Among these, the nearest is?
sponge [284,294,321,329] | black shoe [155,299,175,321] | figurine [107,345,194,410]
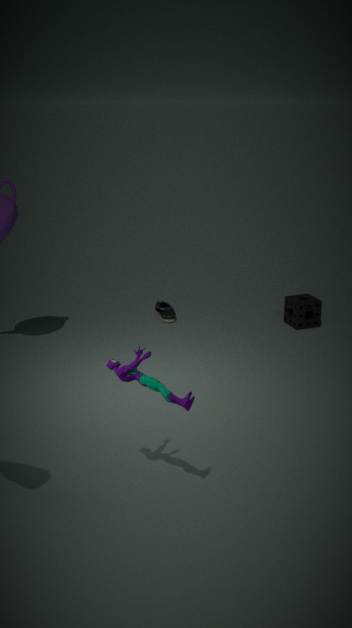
figurine [107,345,194,410]
